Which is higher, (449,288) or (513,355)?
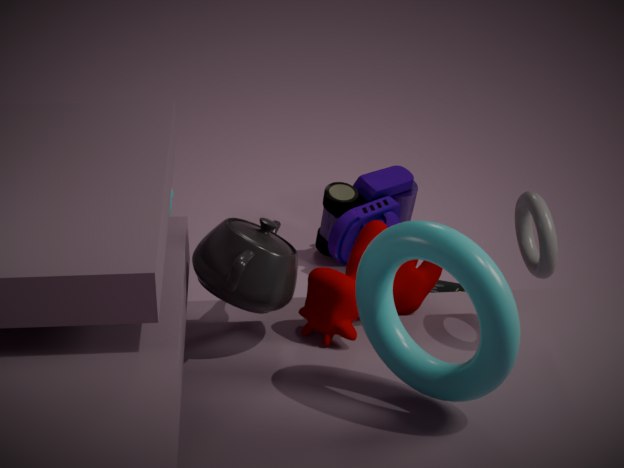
(513,355)
